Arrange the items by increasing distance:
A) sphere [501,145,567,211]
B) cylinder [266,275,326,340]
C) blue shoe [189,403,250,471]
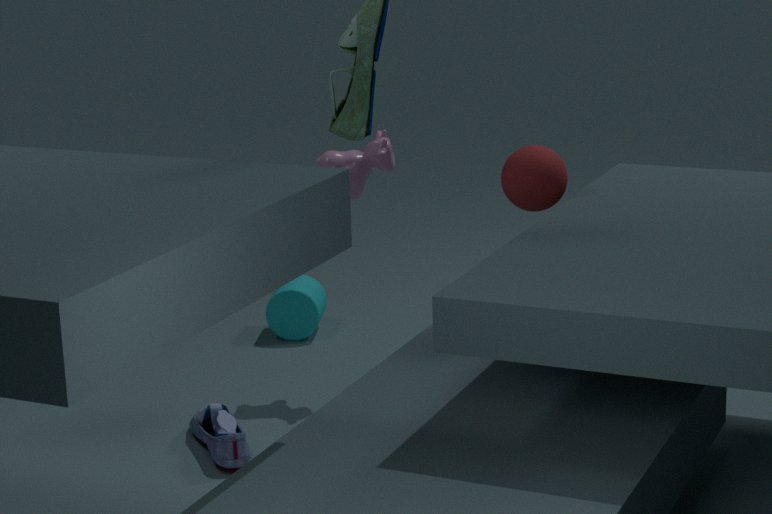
C. blue shoe [189,403,250,471], A. sphere [501,145,567,211], B. cylinder [266,275,326,340]
